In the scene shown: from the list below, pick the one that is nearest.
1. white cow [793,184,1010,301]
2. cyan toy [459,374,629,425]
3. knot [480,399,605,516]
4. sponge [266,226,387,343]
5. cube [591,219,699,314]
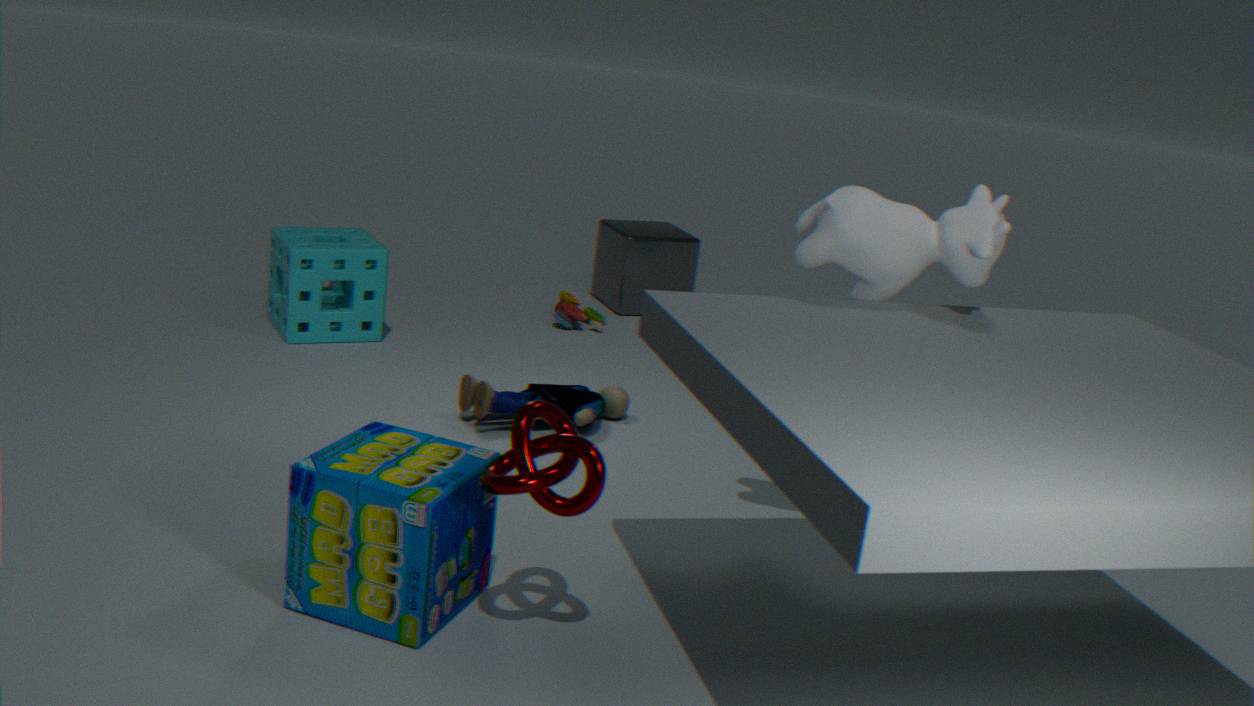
knot [480,399,605,516]
